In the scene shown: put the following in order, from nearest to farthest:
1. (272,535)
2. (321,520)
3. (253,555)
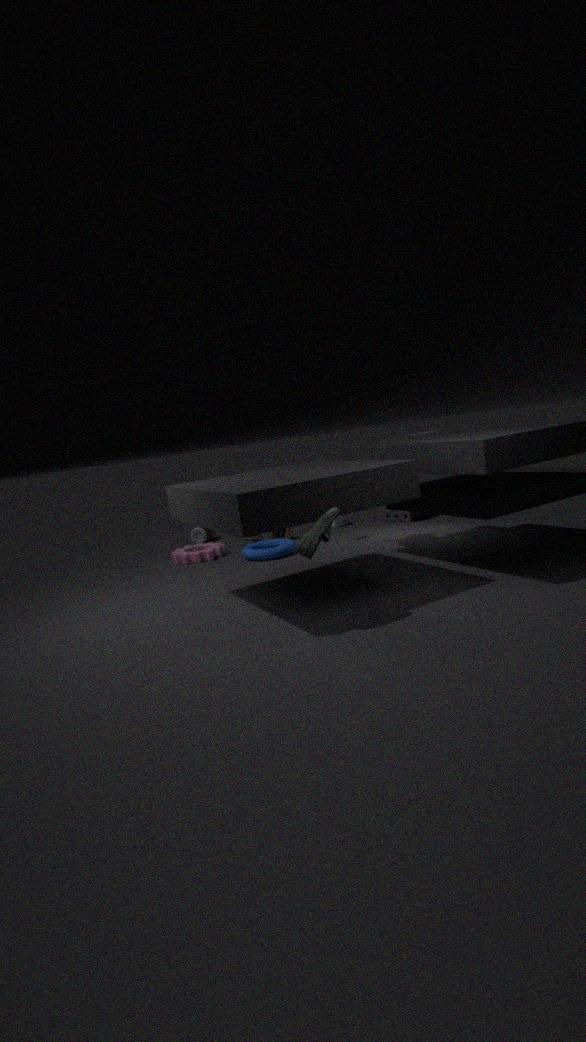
(321,520)
(253,555)
(272,535)
